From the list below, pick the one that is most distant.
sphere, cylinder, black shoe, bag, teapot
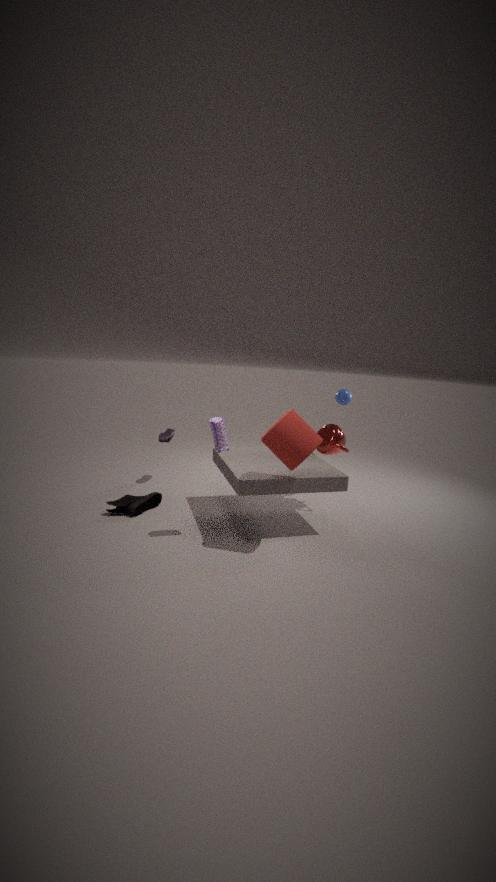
sphere
